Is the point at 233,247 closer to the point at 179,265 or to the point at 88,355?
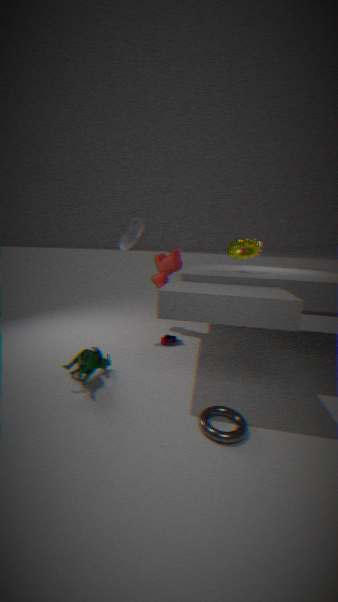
the point at 179,265
